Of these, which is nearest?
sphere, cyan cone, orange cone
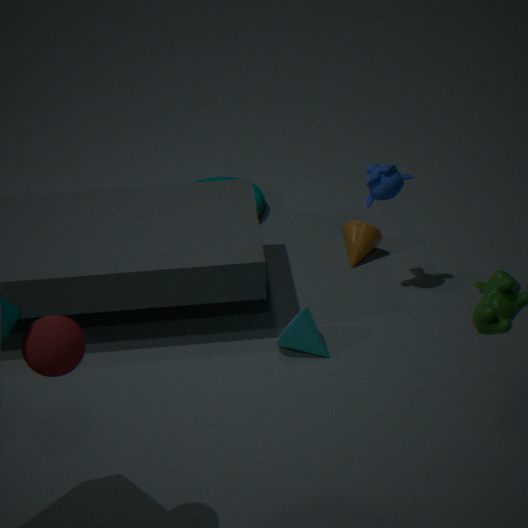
sphere
